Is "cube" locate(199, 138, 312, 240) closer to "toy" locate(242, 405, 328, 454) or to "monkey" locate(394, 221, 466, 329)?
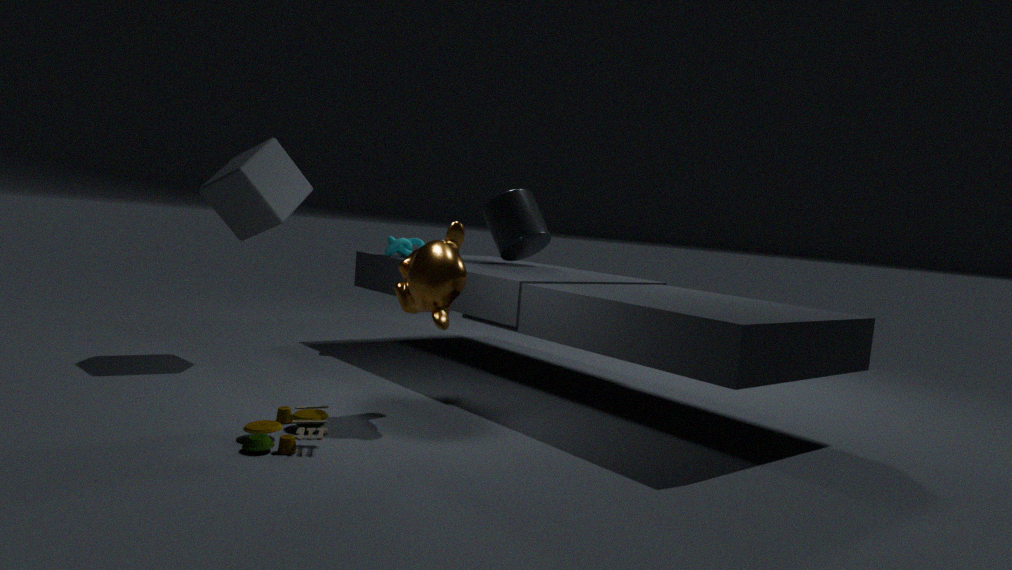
"monkey" locate(394, 221, 466, 329)
